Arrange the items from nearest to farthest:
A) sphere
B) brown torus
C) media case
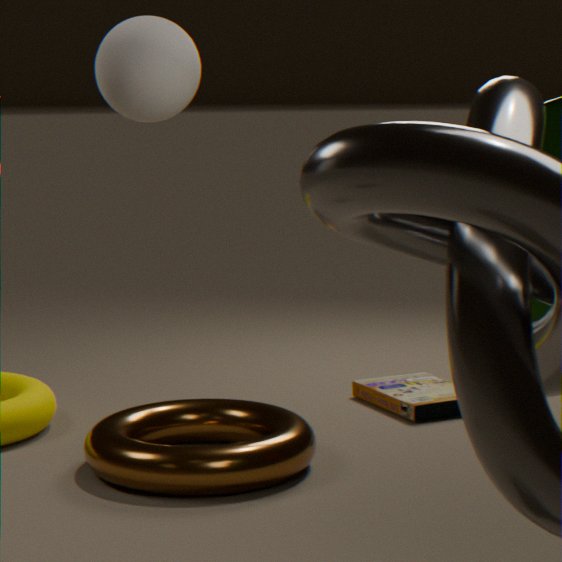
1. sphere
2. brown torus
3. media case
